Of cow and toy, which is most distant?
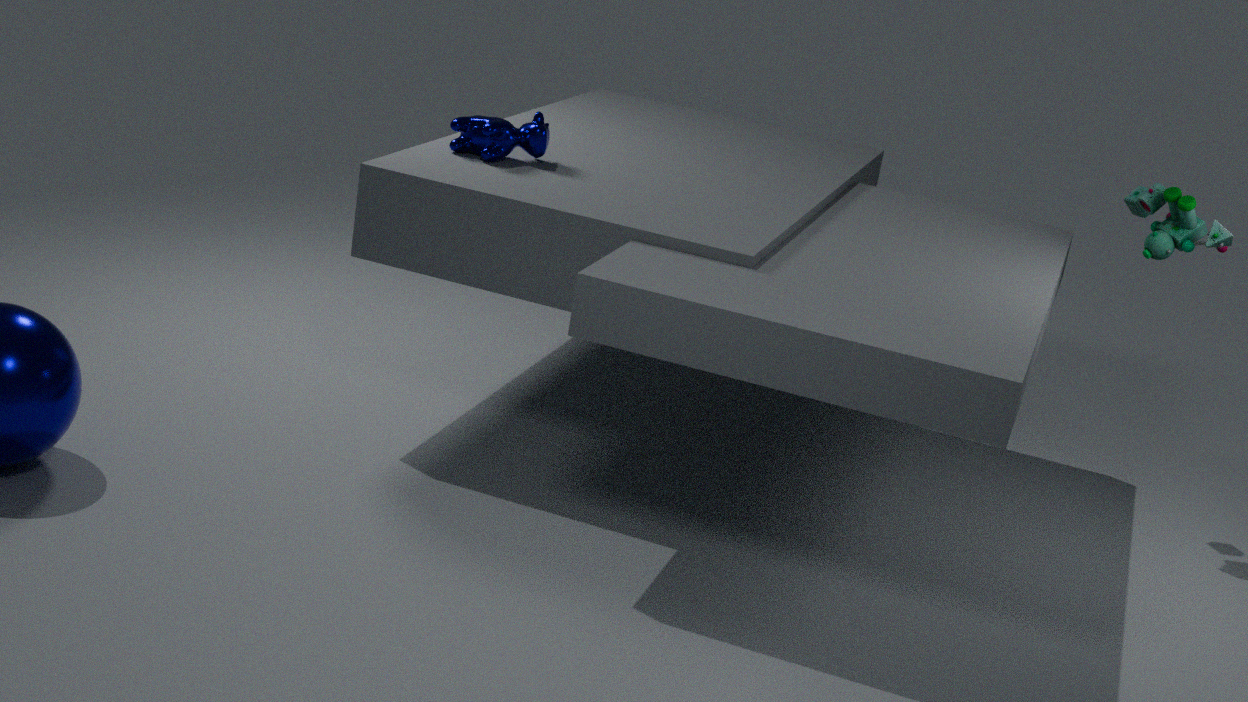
cow
